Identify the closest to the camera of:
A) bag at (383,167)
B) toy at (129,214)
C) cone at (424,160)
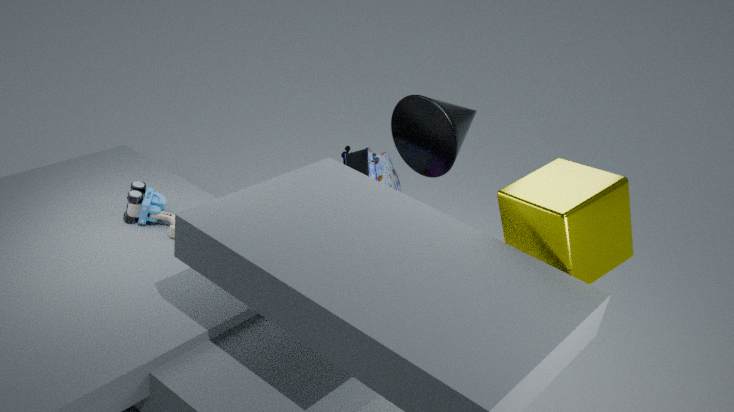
toy at (129,214)
